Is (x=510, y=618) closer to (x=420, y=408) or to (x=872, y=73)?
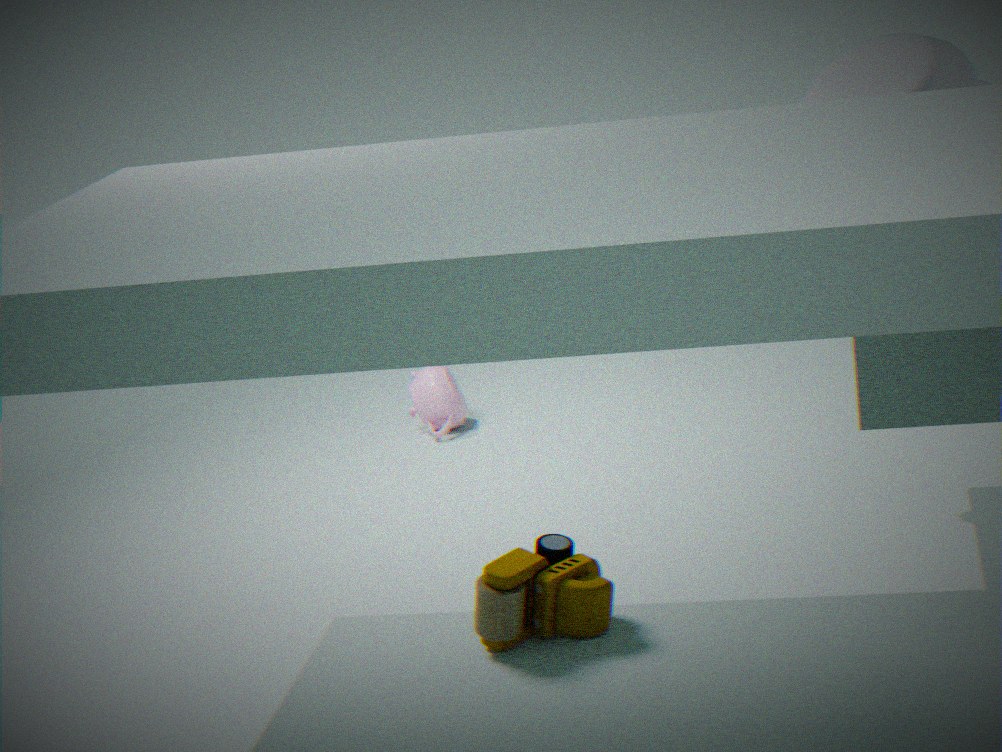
(x=872, y=73)
